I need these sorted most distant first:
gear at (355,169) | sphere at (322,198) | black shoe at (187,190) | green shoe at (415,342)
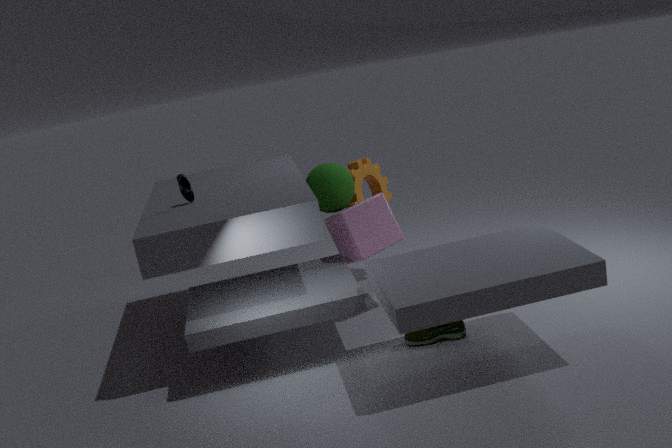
gear at (355,169) → sphere at (322,198) → black shoe at (187,190) → green shoe at (415,342)
